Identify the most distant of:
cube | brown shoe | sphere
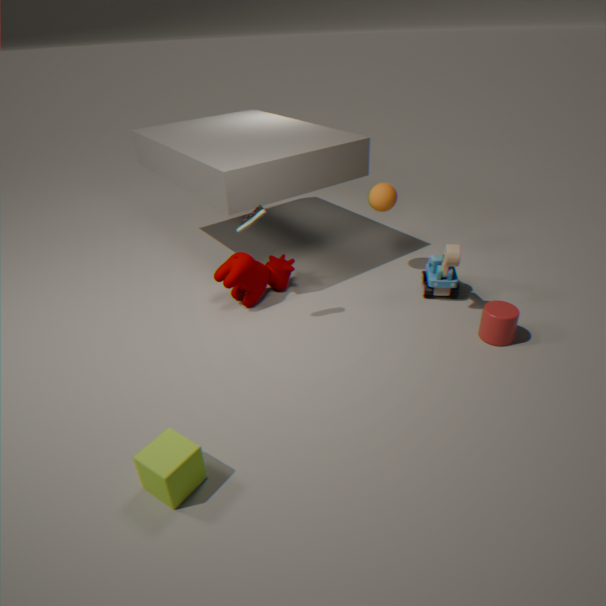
sphere
